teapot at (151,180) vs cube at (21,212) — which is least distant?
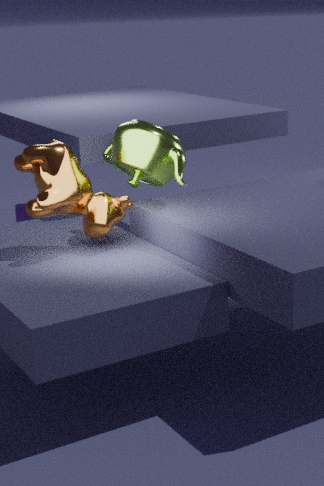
teapot at (151,180)
